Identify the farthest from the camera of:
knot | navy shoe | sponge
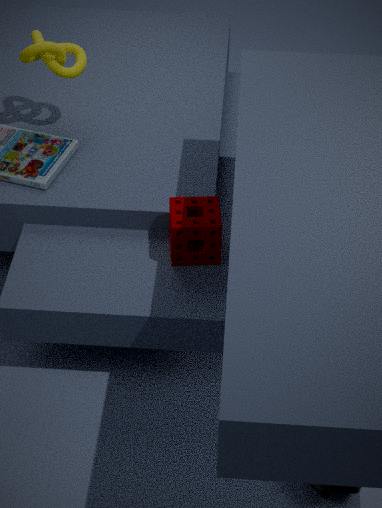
knot
